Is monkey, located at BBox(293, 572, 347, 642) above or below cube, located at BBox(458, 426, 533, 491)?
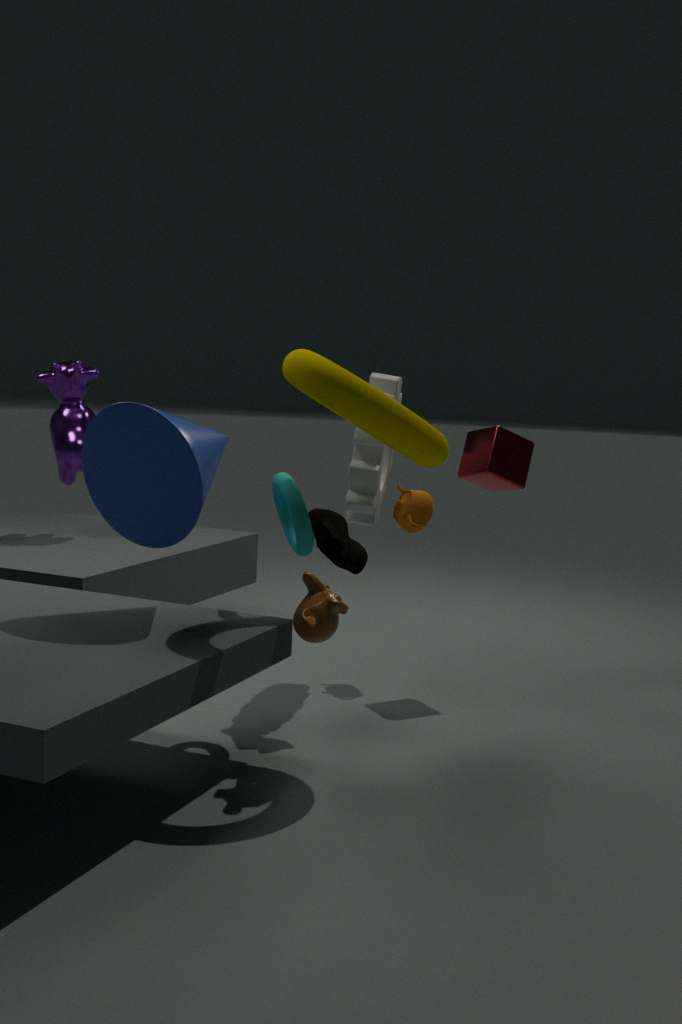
below
